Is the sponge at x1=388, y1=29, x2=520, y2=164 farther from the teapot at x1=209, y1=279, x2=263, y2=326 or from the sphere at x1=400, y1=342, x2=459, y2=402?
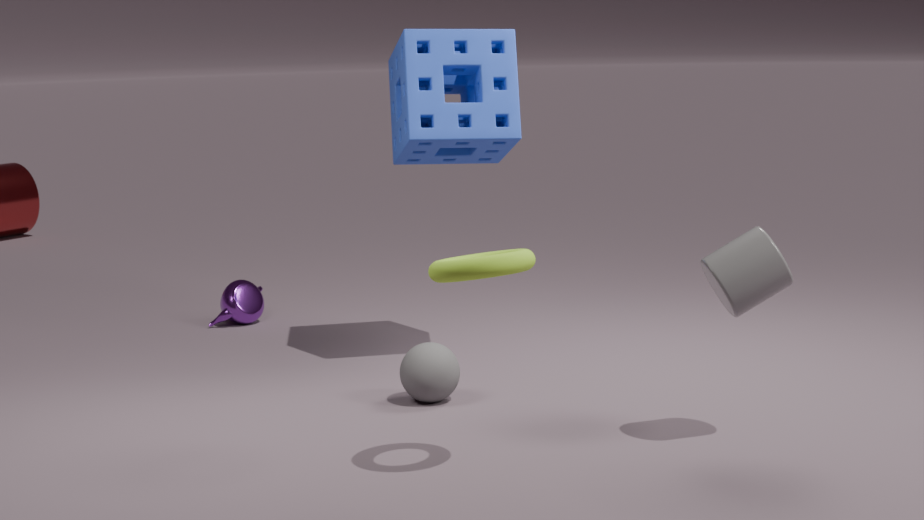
the teapot at x1=209, y1=279, x2=263, y2=326
